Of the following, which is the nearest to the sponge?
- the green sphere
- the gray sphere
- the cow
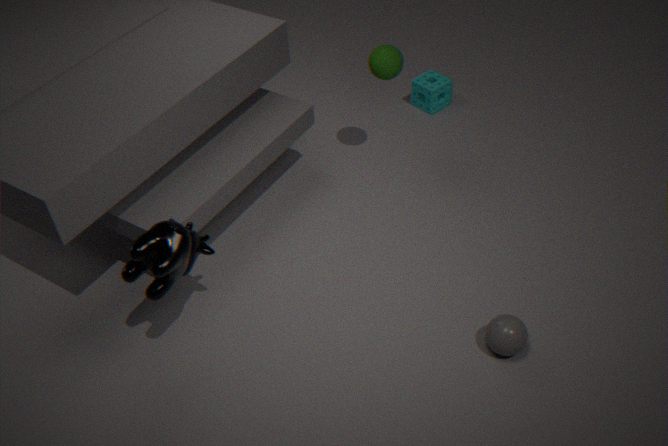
the green sphere
